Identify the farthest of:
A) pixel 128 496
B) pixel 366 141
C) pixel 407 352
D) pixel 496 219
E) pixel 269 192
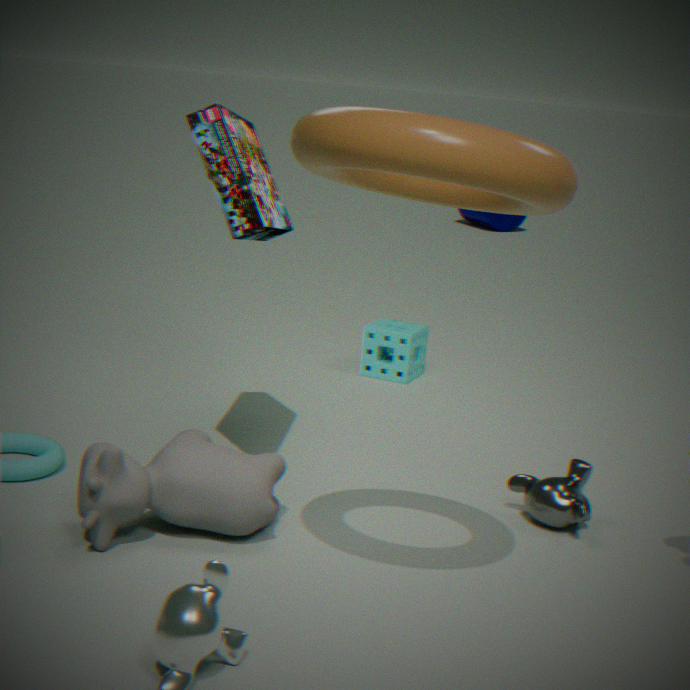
pixel 496 219
